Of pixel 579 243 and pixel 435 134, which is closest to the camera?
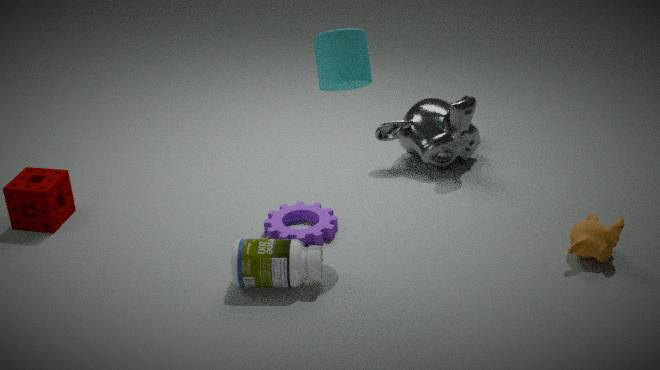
pixel 579 243
